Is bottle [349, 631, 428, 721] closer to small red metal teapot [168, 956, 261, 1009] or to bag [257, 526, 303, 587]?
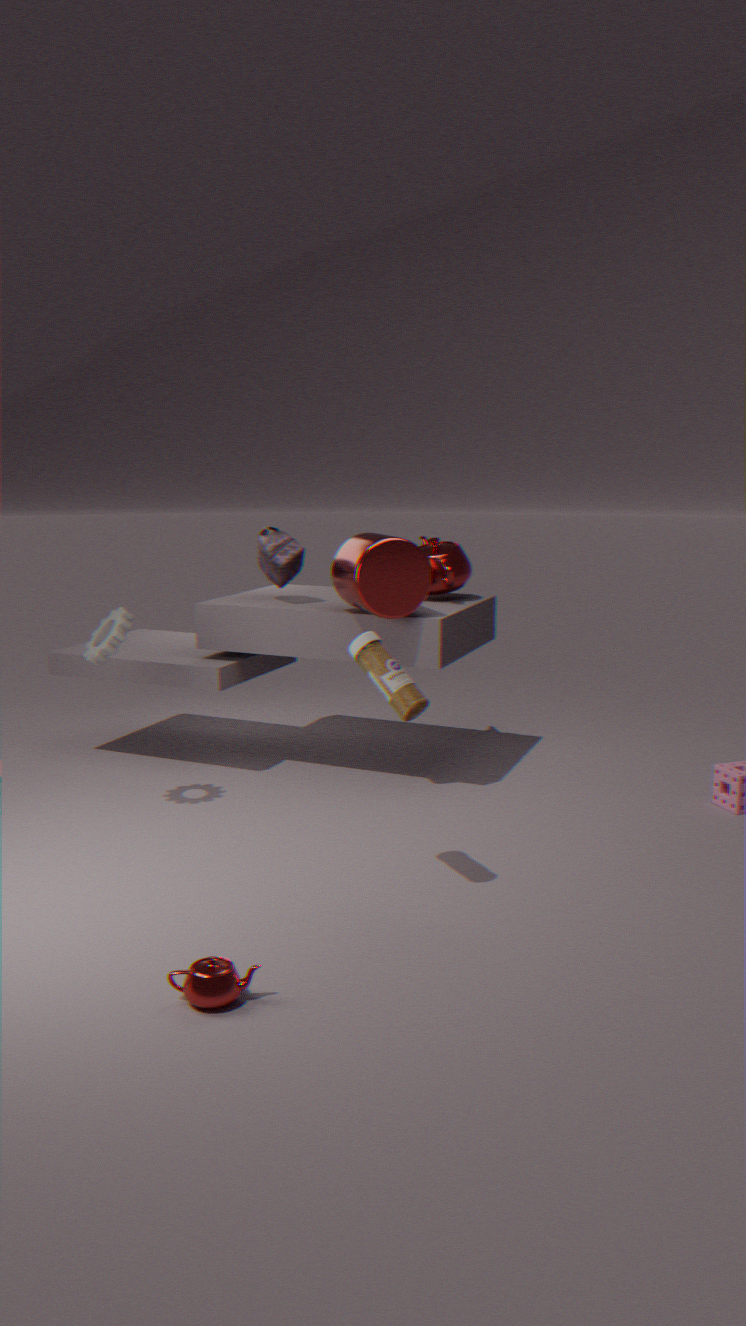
small red metal teapot [168, 956, 261, 1009]
